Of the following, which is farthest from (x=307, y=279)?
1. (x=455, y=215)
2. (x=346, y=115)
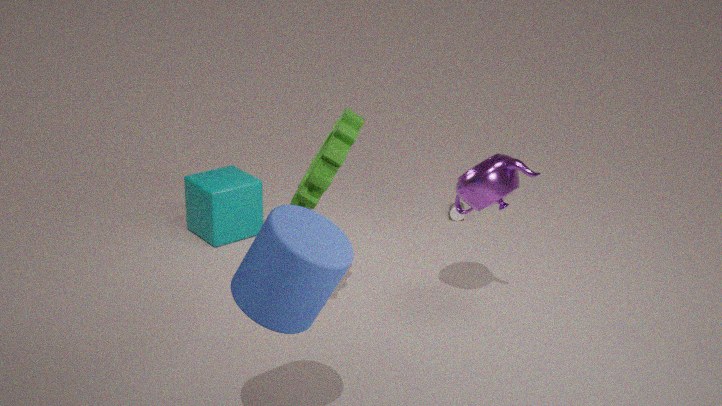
(x=455, y=215)
